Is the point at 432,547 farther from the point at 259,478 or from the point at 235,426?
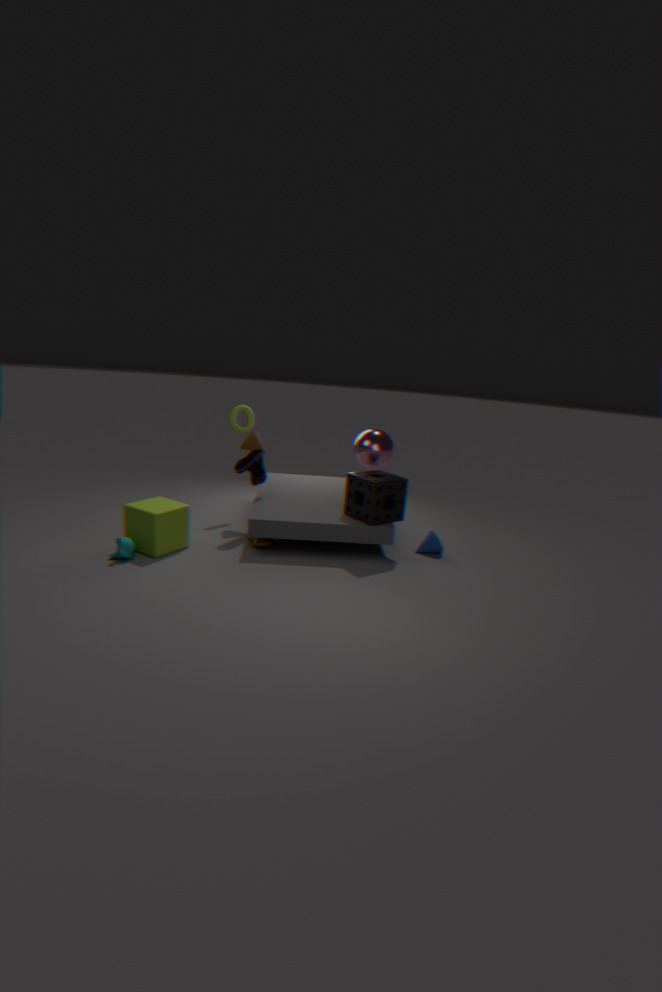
the point at 235,426
